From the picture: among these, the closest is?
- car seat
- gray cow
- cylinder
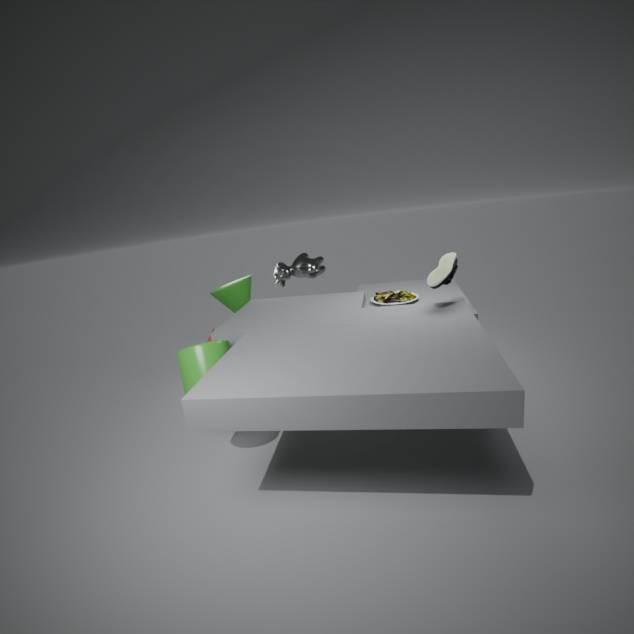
cylinder
